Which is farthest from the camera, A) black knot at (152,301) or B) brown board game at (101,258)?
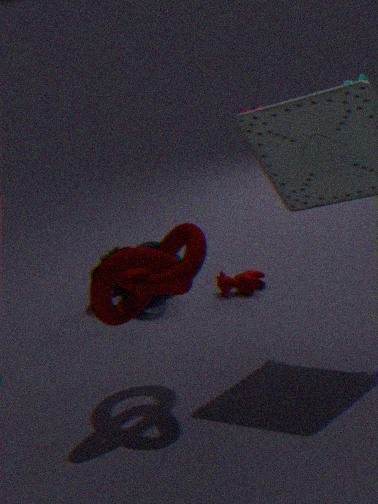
B. brown board game at (101,258)
